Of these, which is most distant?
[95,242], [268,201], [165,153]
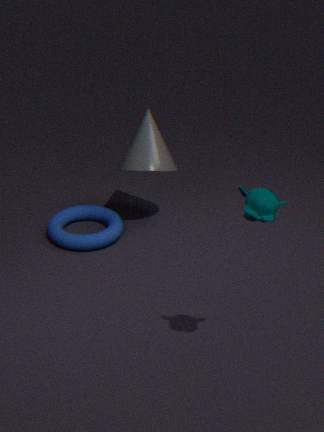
[165,153]
